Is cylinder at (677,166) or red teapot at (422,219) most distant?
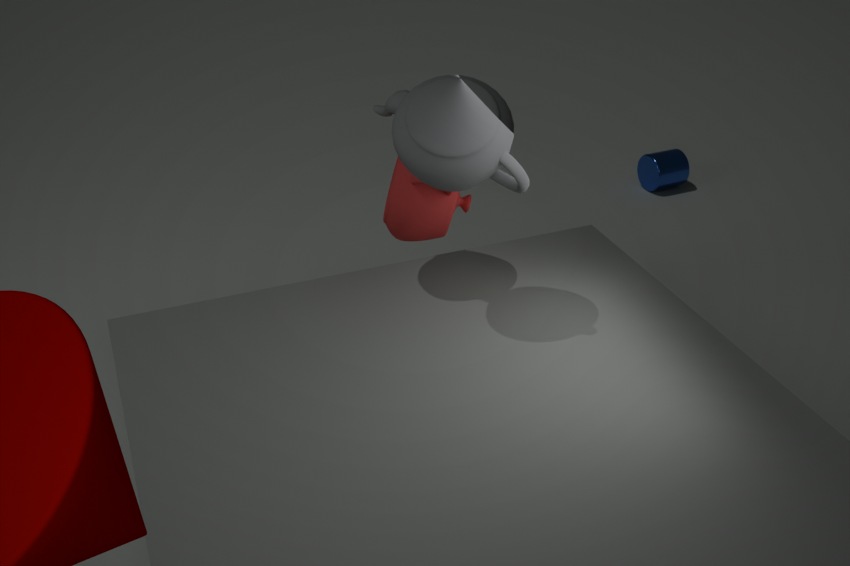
cylinder at (677,166)
